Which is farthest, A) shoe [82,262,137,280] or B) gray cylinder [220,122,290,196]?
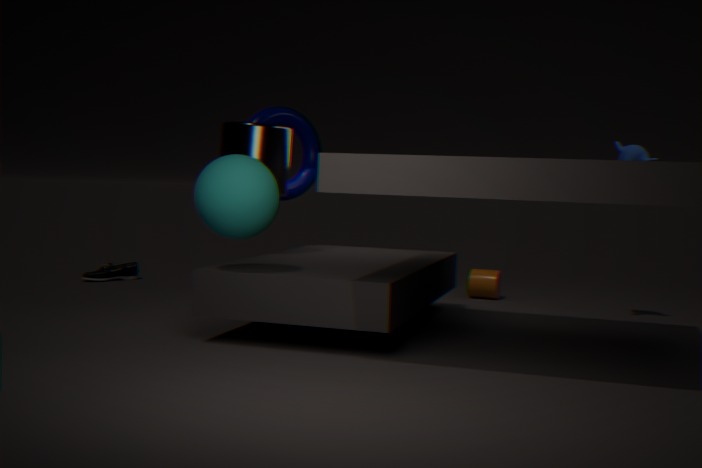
A. shoe [82,262,137,280]
